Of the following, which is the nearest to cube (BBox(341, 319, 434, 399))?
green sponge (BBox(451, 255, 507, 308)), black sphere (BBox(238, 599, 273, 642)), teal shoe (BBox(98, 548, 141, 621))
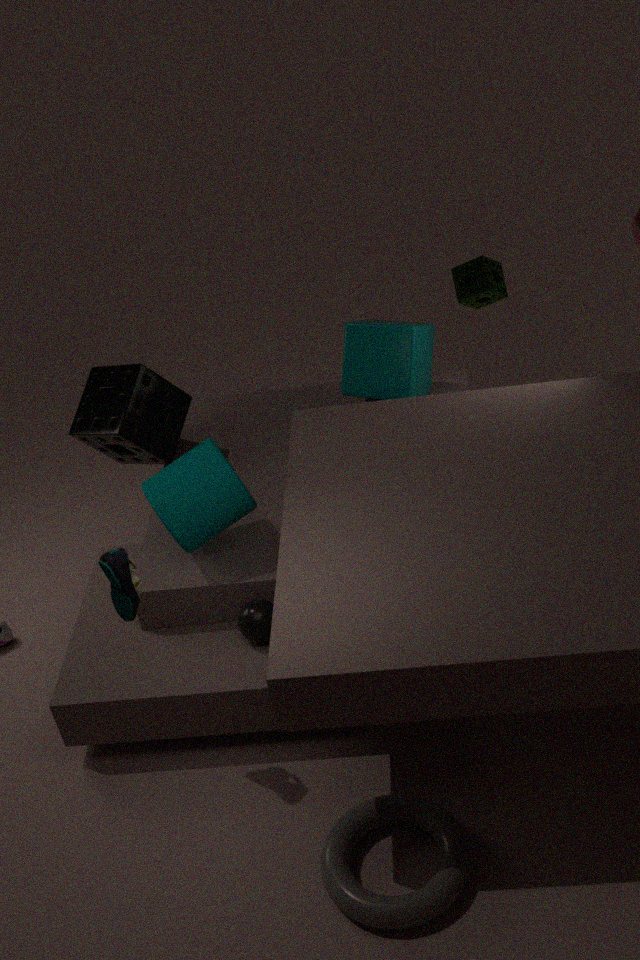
green sponge (BBox(451, 255, 507, 308))
